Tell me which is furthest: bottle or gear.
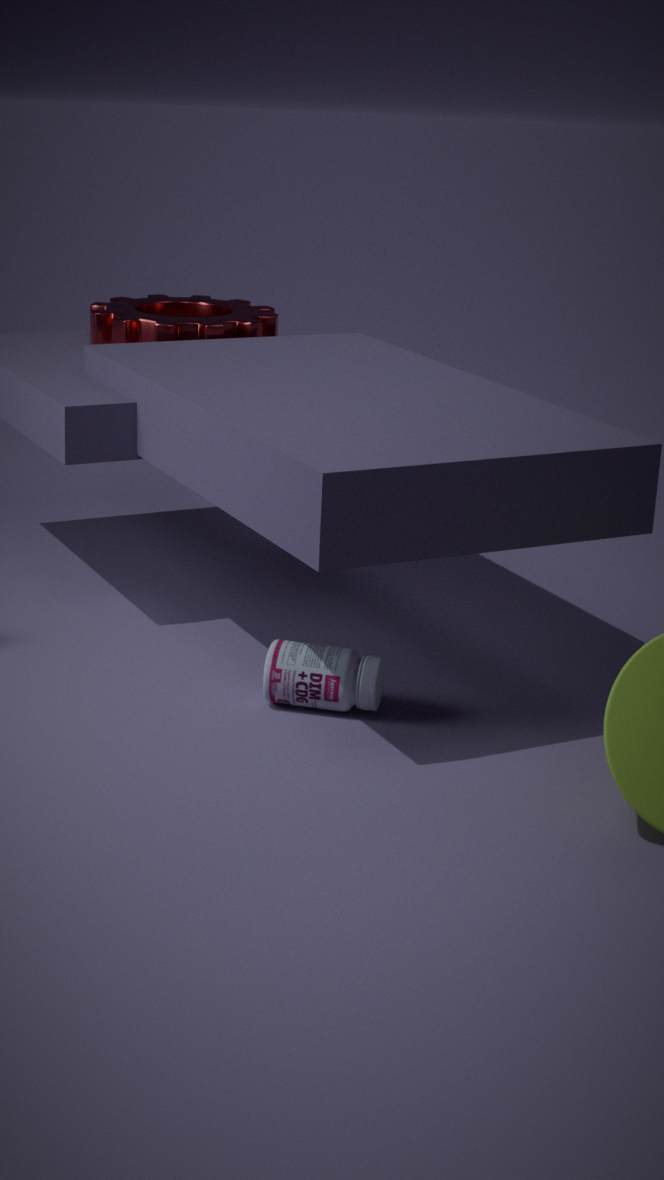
gear
